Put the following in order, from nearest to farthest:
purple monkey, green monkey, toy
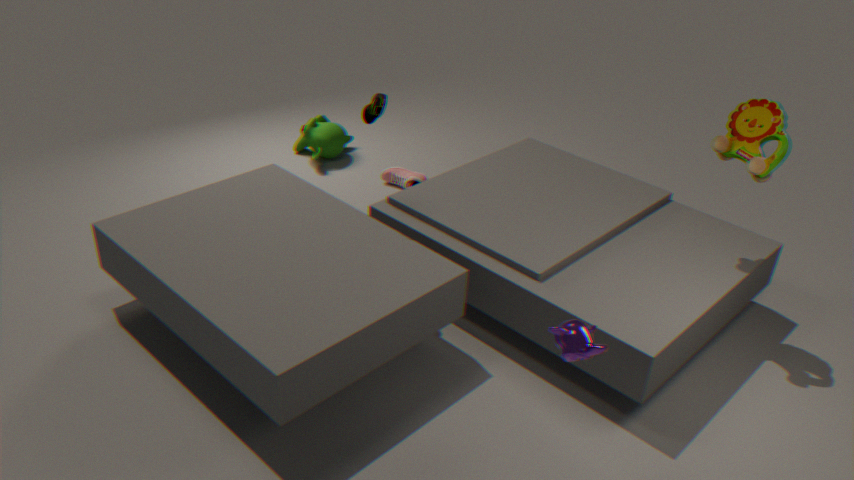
1. purple monkey
2. toy
3. green monkey
